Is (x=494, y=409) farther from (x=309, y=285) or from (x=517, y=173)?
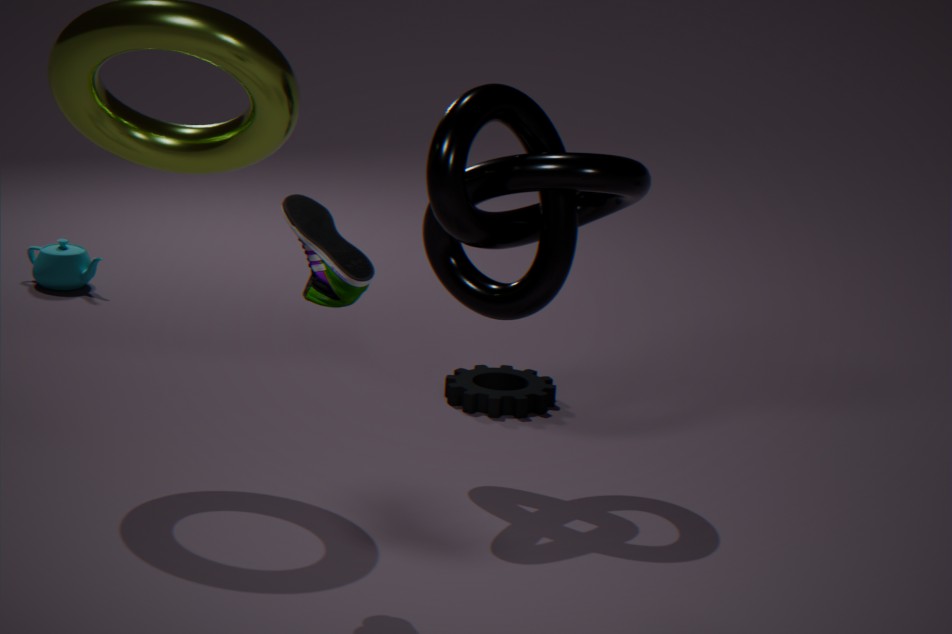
(x=309, y=285)
